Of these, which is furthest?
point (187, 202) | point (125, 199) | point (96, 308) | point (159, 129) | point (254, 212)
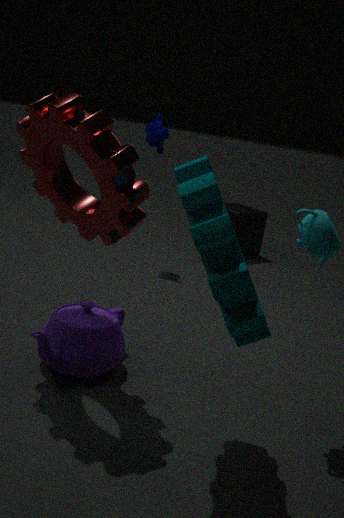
point (254, 212)
